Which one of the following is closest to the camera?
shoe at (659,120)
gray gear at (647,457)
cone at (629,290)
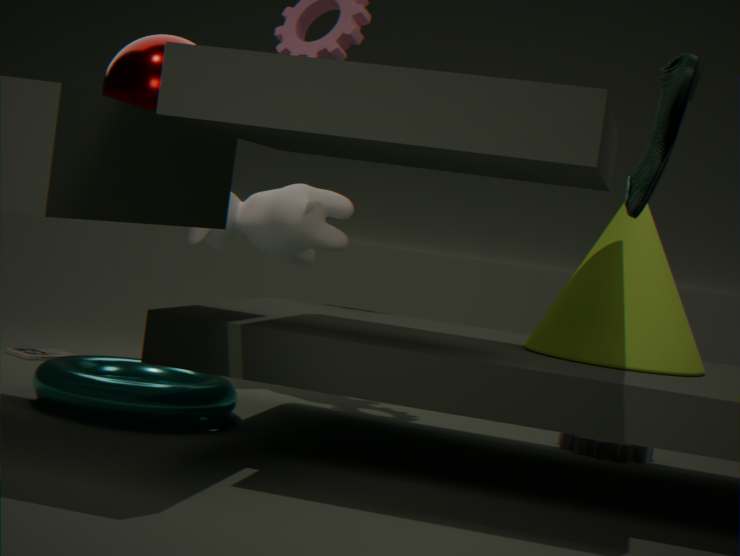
shoe at (659,120)
